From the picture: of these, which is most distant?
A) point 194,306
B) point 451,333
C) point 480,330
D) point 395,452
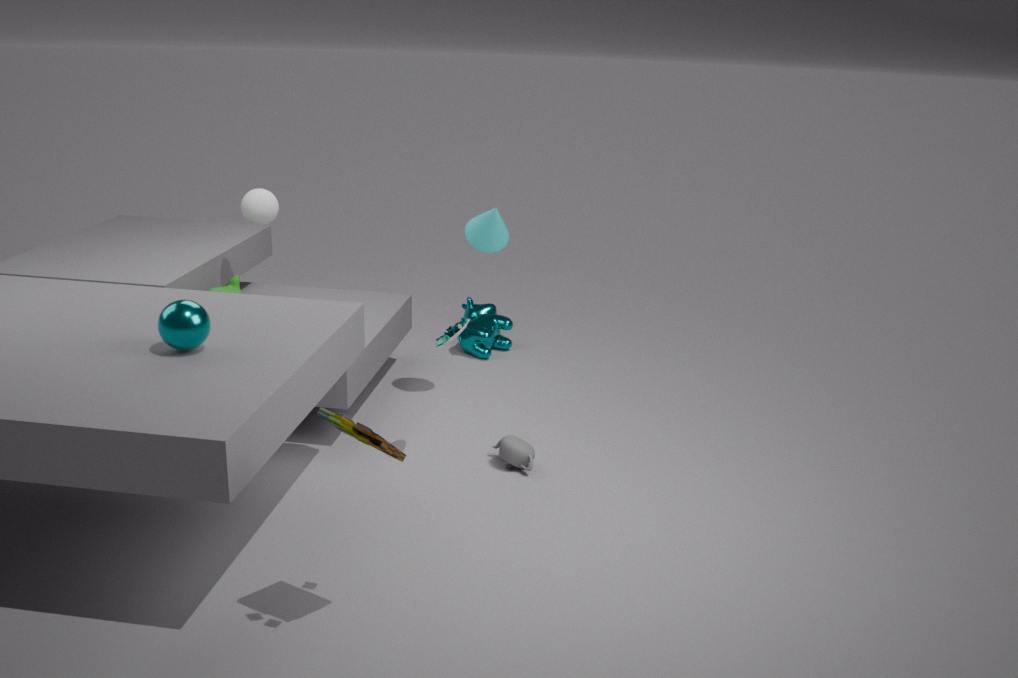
point 480,330
